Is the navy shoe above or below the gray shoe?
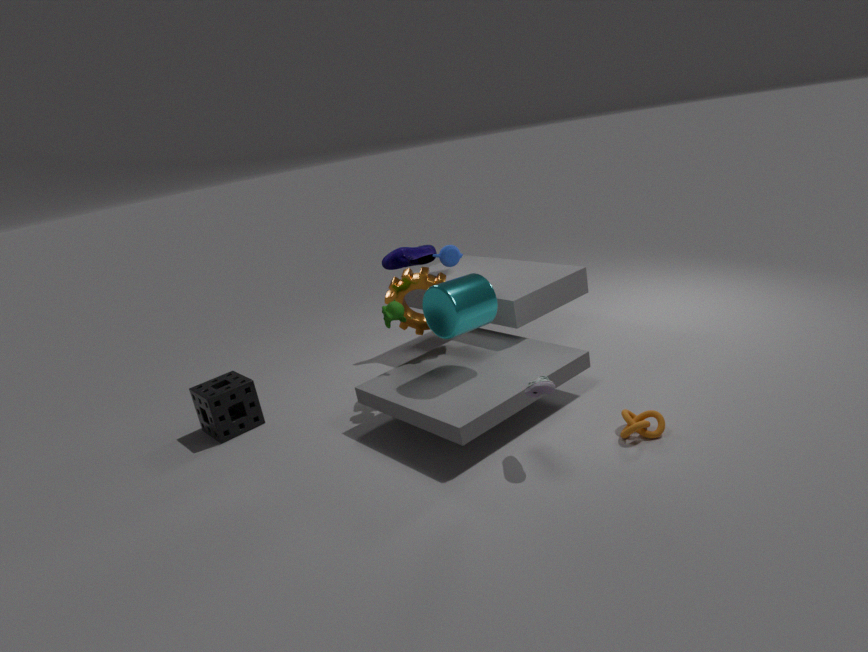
above
